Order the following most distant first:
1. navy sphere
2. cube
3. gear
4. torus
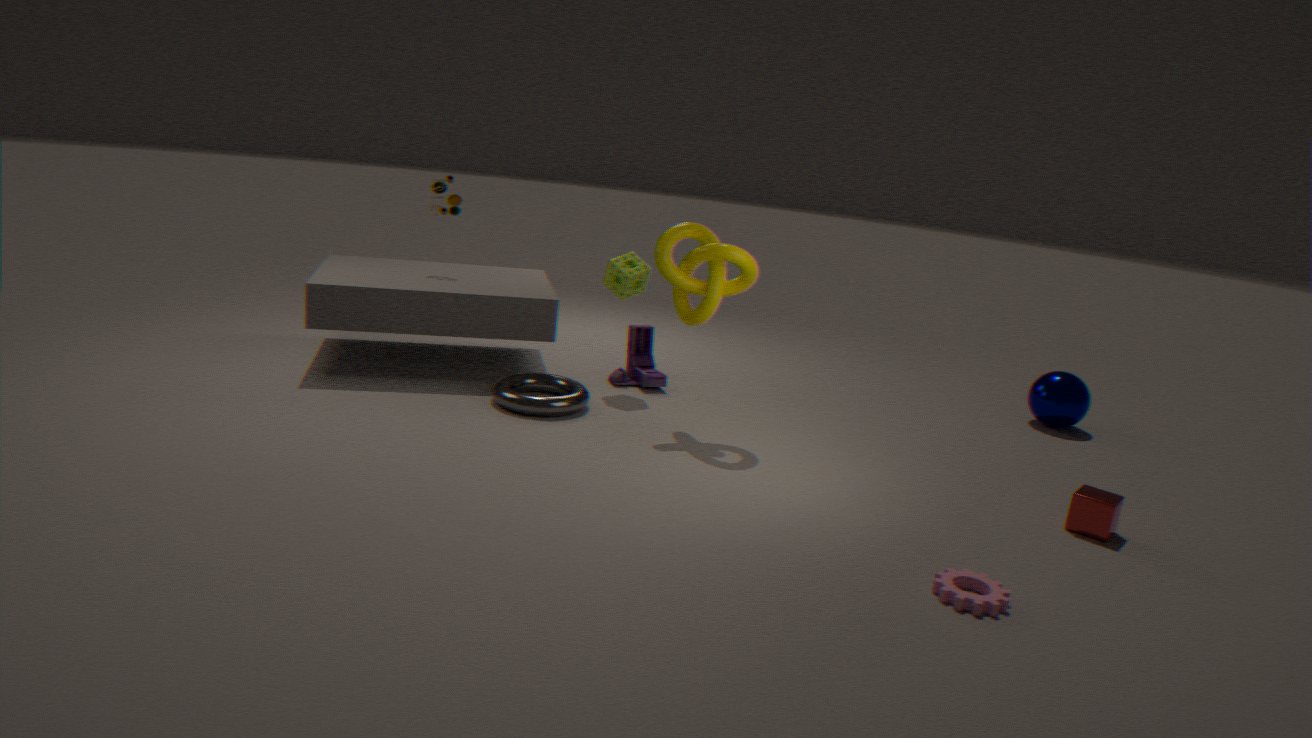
navy sphere → torus → cube → gear
